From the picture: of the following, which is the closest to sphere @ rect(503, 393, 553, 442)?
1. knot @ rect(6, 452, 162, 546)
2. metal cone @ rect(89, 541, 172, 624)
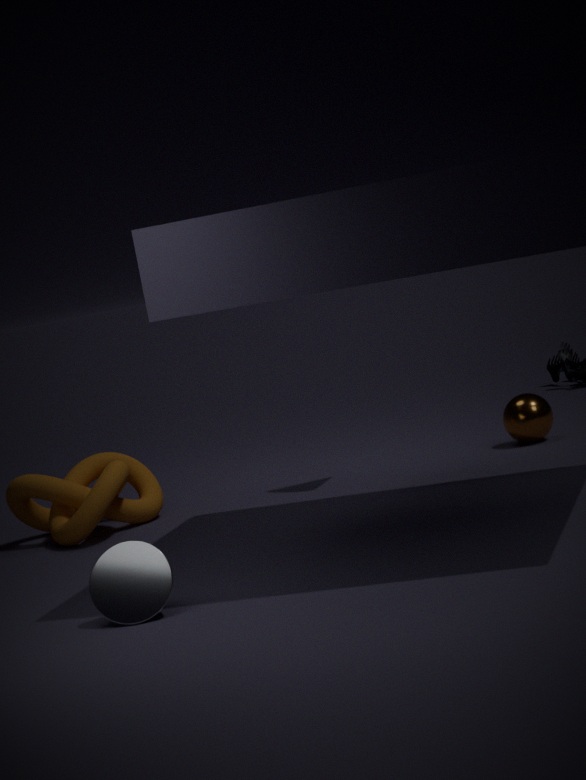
knot @ rect(6, 452, 162, 546)
